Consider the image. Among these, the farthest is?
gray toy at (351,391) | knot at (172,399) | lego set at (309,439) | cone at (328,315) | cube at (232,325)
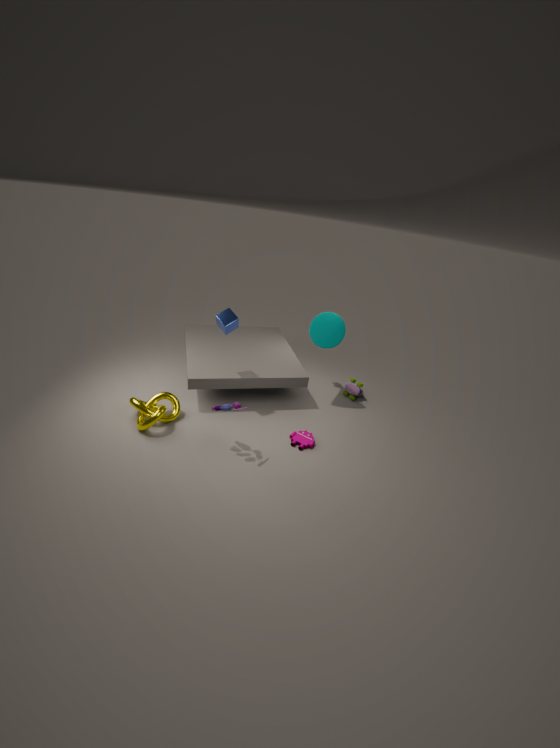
gray toy at (351,391)
